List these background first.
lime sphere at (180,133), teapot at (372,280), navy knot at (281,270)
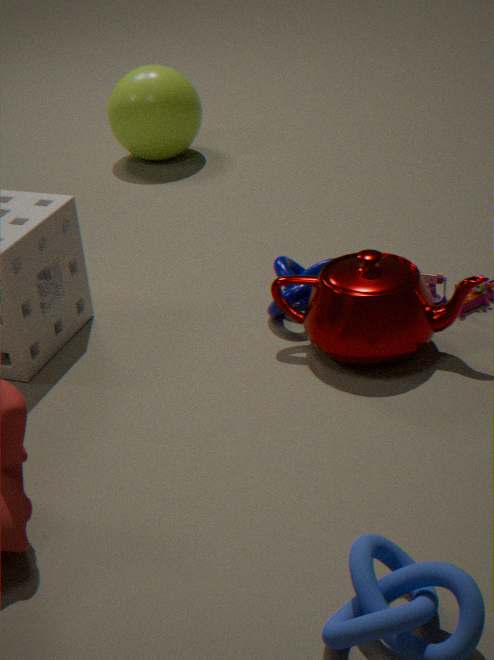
lime sphere at (180,133)
navy knot at (281,270)
teapot at (372,280)
